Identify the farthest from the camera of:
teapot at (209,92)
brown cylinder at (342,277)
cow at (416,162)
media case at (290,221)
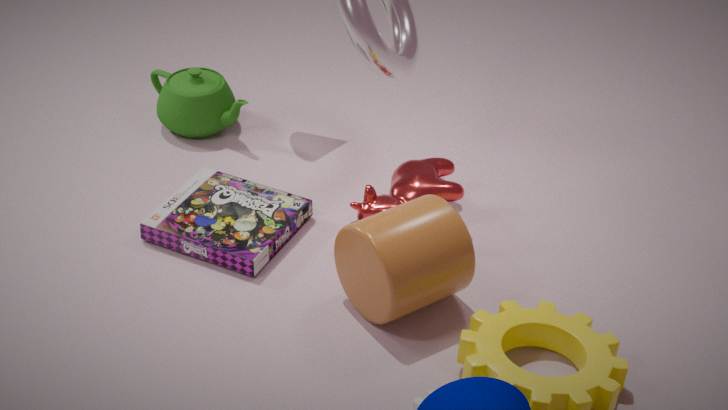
teapot at (209,92)
